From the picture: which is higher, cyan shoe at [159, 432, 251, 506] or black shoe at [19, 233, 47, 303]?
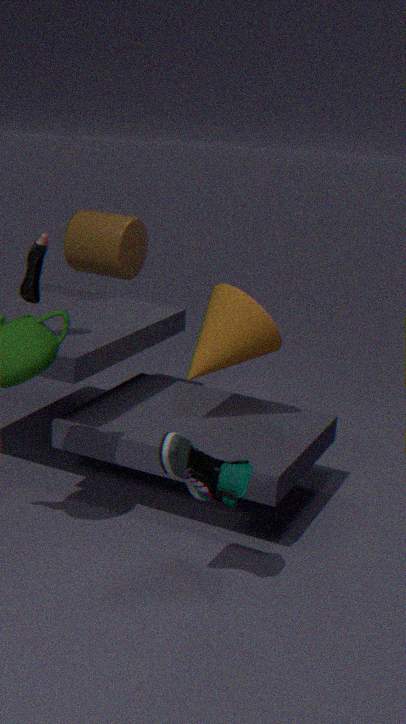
black shoe at [19, 233, 47, 303]
